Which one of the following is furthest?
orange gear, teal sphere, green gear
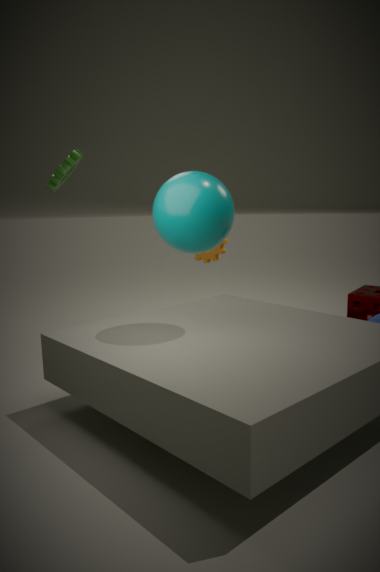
orange gear
